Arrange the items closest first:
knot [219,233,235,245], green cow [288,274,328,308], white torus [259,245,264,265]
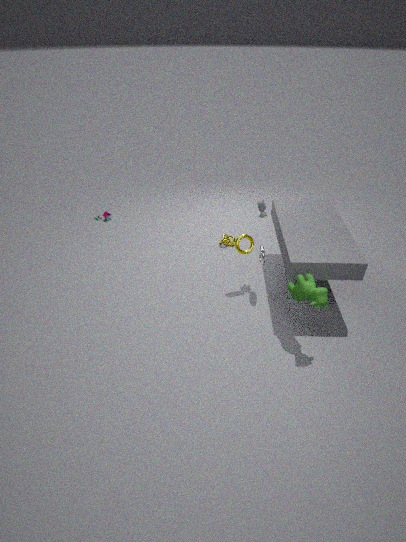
green cow [288,274,328,308] < white torus [259,245,264,265] < knot [219,233,235,245]
